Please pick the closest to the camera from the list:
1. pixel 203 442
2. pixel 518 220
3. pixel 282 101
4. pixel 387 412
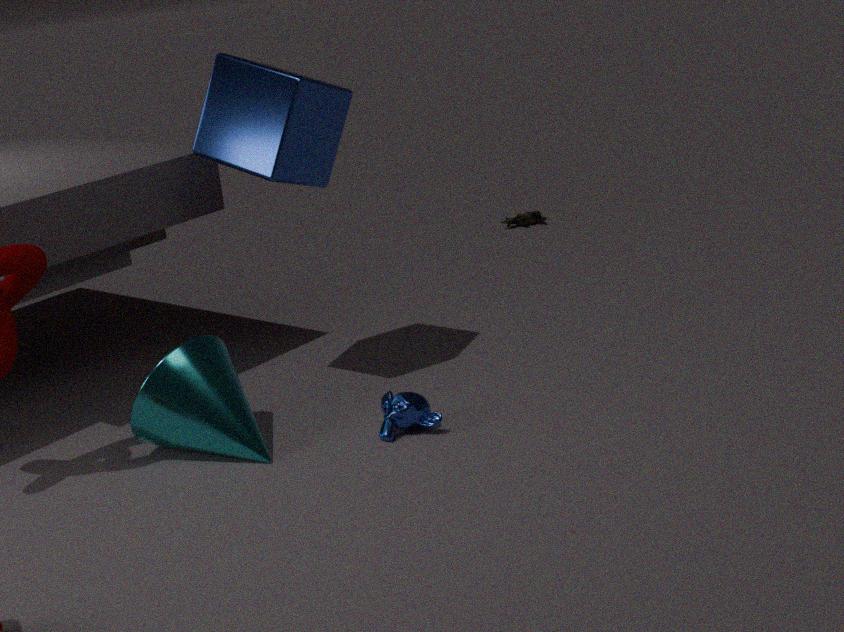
pixel 203 442
